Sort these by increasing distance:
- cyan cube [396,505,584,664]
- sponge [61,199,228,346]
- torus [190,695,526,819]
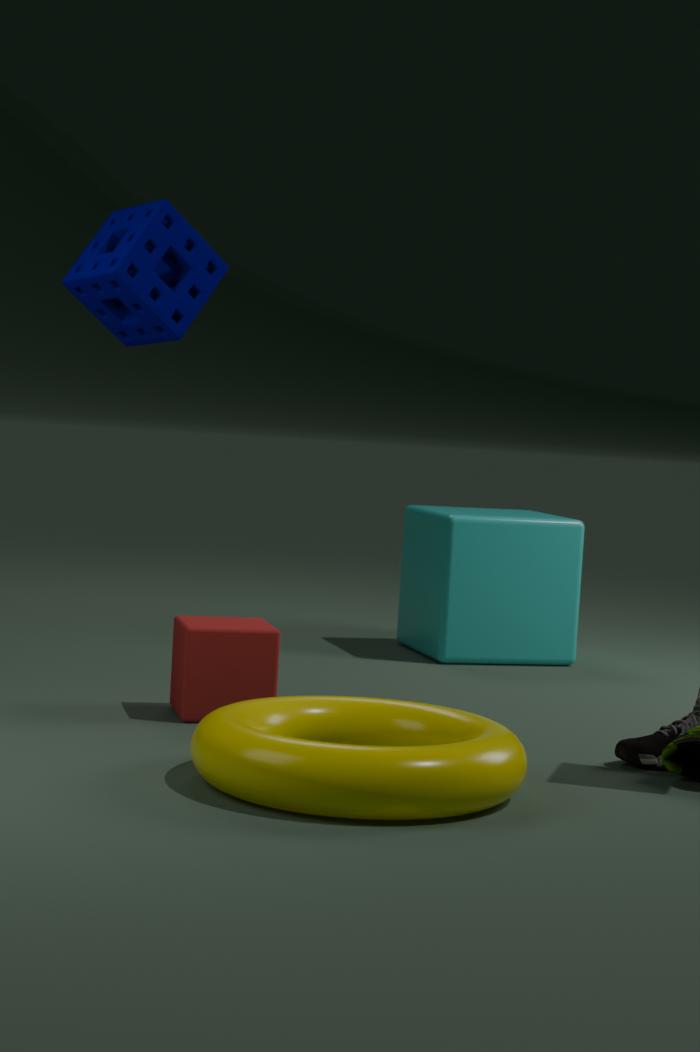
torus [190,695,526,819] → sponge [61,199,228,346] → cyan cube [396,505,584,664]
